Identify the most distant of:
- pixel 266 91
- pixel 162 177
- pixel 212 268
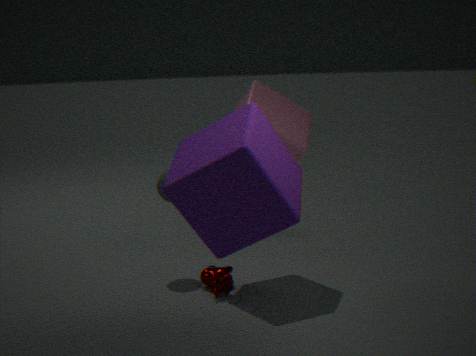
pixel 162 177
